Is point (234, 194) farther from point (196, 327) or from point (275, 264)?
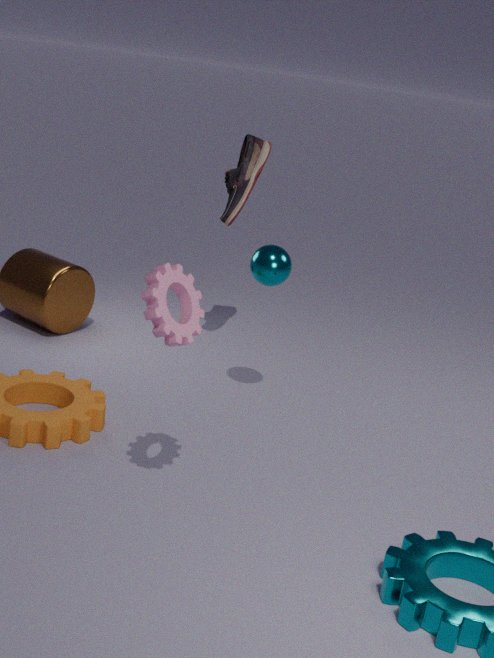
point (196, 327)
